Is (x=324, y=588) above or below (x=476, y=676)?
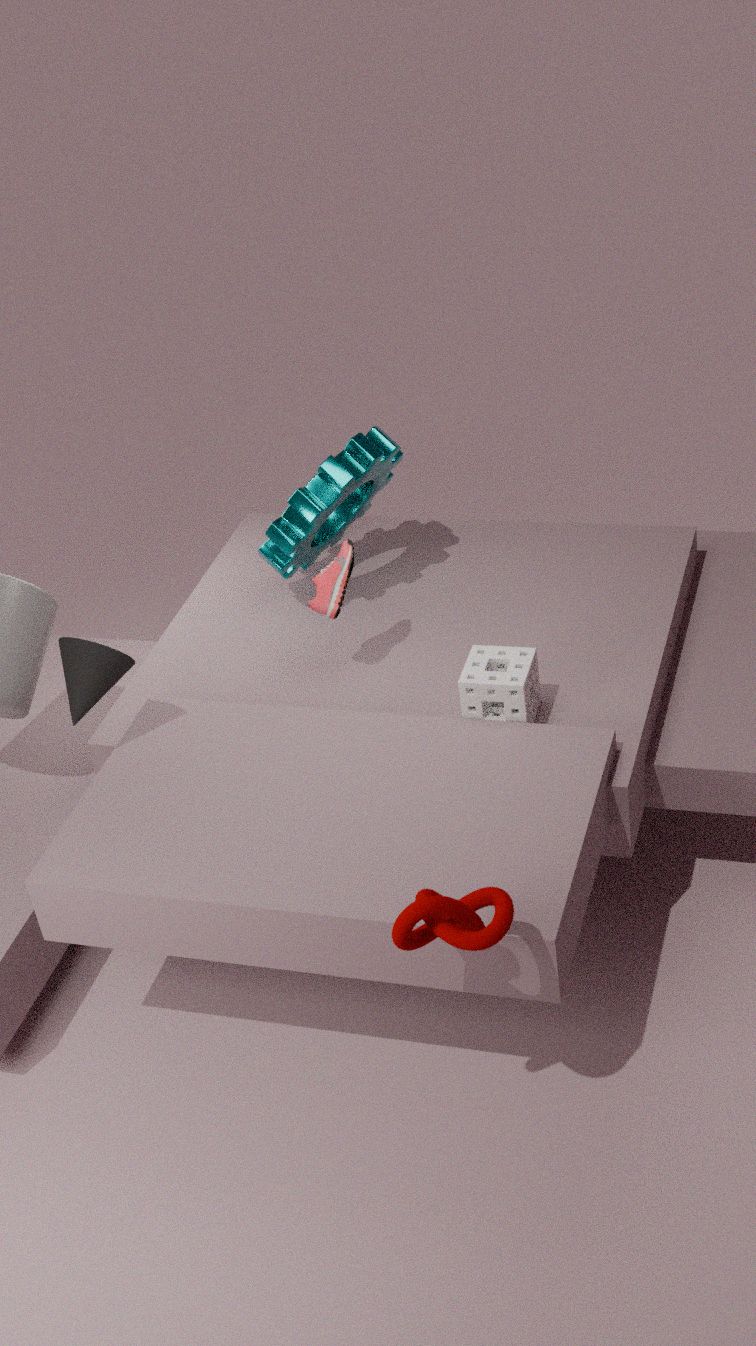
above
